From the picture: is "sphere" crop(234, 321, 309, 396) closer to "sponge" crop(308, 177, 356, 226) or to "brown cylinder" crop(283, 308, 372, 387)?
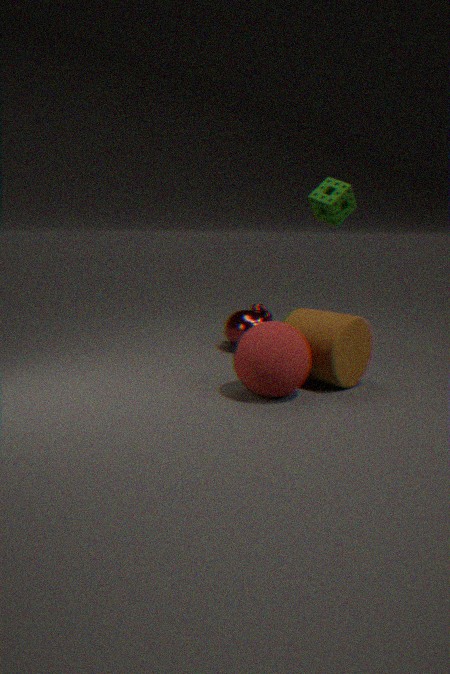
"brown cylinder" crop(283, 308, 372, 387)
